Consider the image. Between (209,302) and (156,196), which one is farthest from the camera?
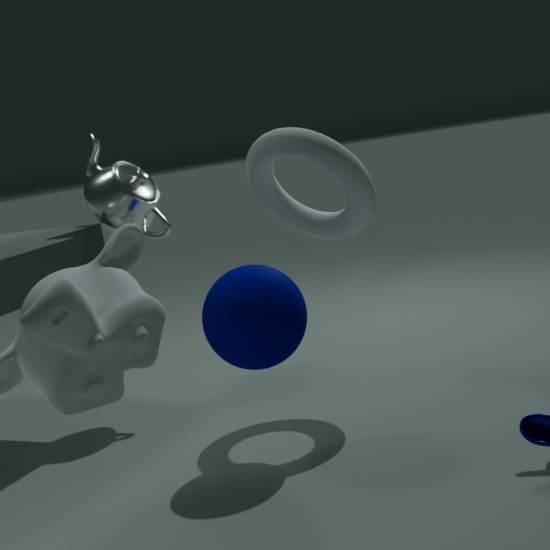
(156,196)
